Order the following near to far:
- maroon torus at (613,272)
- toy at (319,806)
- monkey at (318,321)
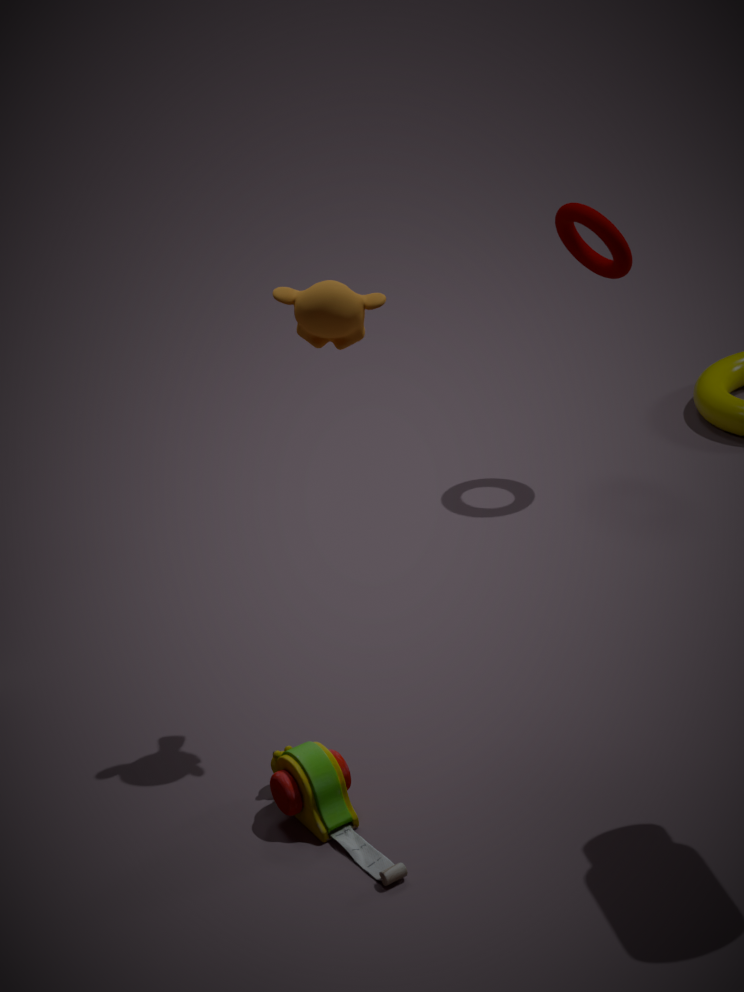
toy at (319,806) → monkey at (318,321) → maroon torus at (613,272)
